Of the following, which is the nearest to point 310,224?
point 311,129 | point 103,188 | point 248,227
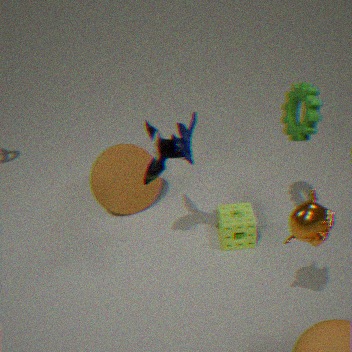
point 311,129
